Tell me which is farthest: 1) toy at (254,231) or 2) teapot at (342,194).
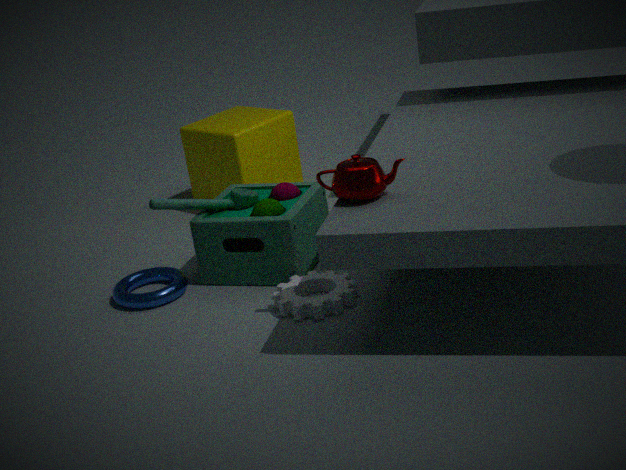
1. toy at (254,231)
